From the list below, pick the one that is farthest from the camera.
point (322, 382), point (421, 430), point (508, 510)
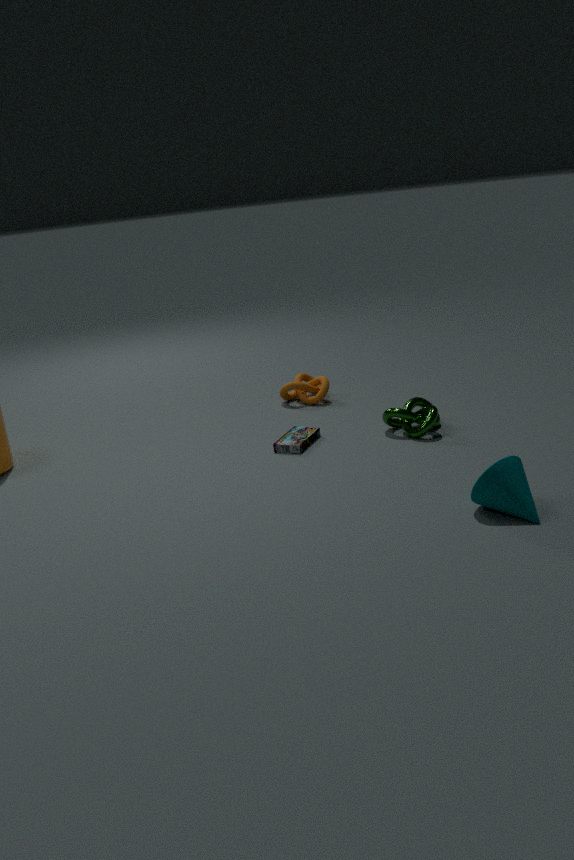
point (322, 382)
